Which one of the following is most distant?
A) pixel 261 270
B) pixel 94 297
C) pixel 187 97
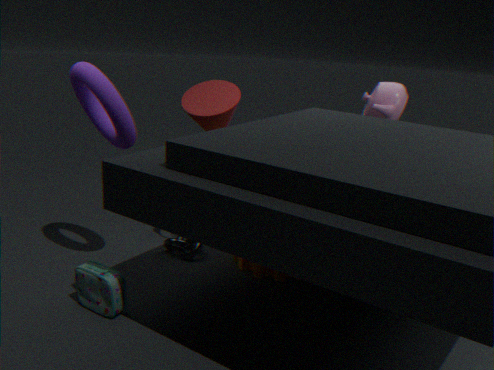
pixel 187 97
